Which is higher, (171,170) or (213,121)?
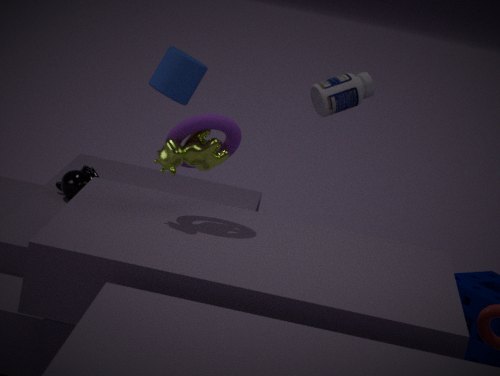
(213,121)
